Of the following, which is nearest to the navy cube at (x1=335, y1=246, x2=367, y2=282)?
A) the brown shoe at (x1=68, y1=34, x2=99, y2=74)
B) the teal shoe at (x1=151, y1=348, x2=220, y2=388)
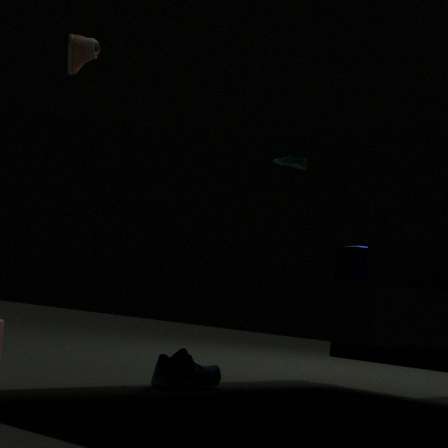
the teal shoe at (x1=151, y1=348, x2=220, y2=388)
